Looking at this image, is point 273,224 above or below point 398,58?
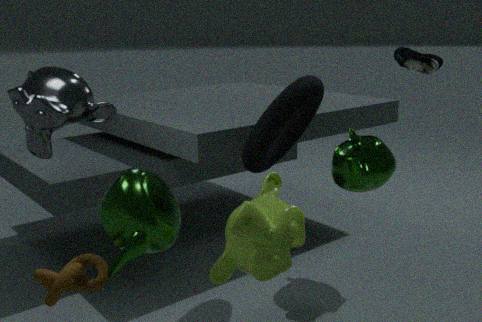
below
